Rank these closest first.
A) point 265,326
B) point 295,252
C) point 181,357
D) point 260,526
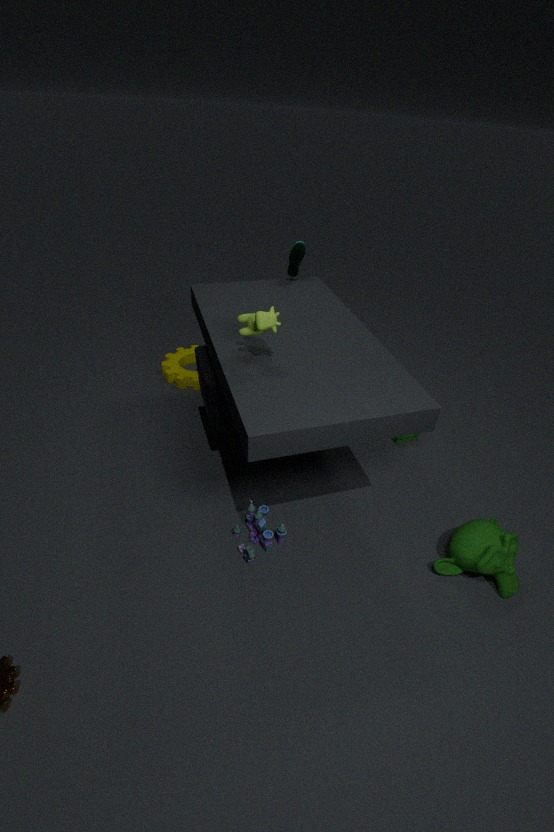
point 265,326 < point 260,526 < point 295,252 < point 181,357
